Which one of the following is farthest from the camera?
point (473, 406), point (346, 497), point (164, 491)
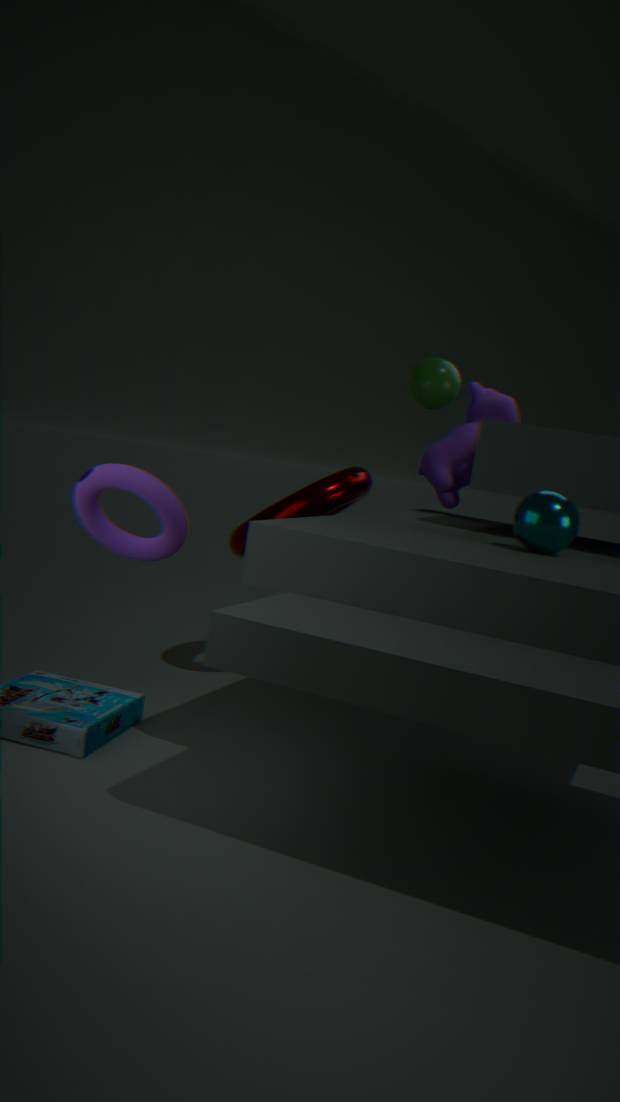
point (473, 406)
